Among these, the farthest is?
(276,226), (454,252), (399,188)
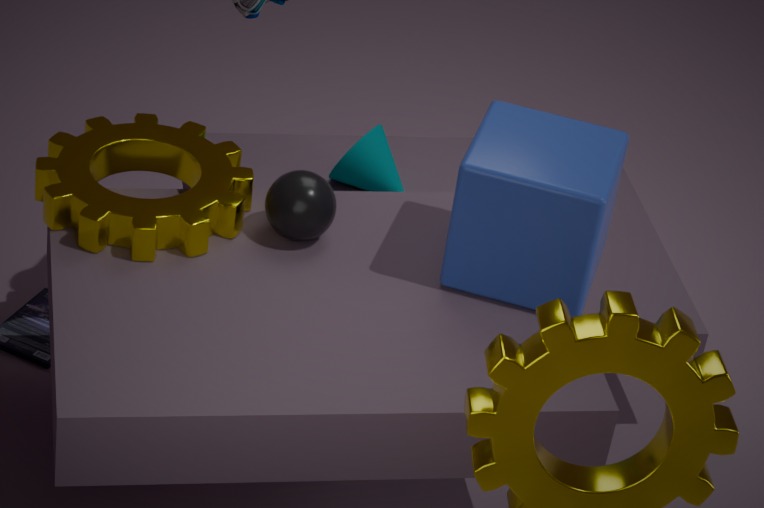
(399,188)
